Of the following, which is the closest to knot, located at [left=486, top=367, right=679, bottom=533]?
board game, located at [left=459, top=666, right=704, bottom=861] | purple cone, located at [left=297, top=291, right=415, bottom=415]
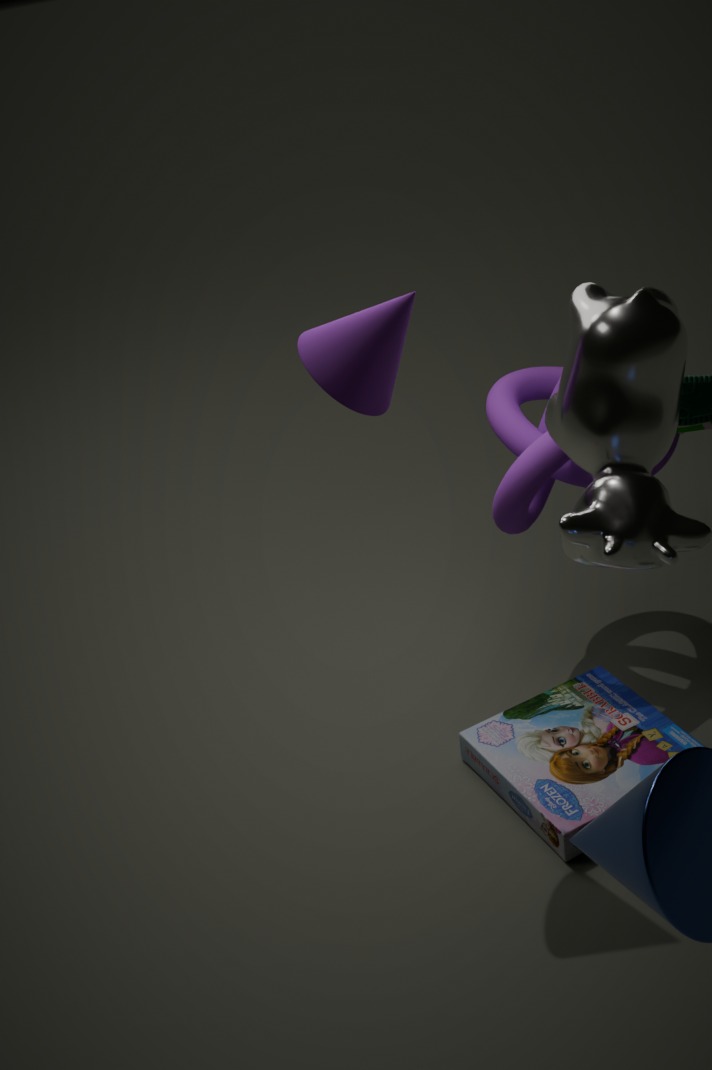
board game, located at [left=459, top=666, right=704, bottom=861]
